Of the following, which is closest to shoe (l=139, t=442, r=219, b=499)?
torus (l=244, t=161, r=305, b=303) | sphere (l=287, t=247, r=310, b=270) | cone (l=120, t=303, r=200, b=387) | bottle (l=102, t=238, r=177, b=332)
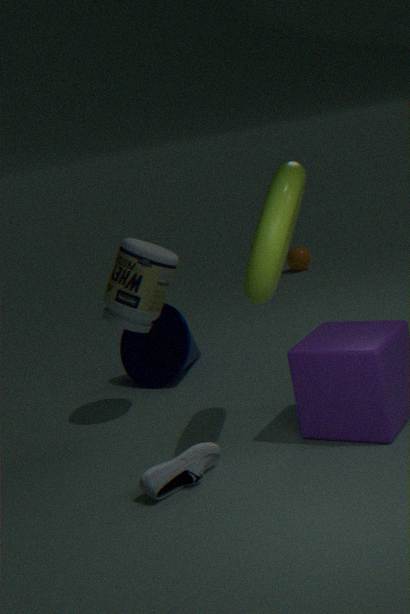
torus (l=244, t=161, r=305, b=303)
